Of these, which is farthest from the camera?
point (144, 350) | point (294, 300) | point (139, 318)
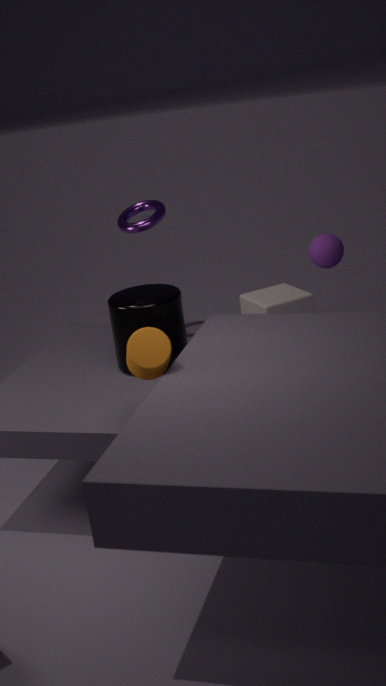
point (294, 300)
